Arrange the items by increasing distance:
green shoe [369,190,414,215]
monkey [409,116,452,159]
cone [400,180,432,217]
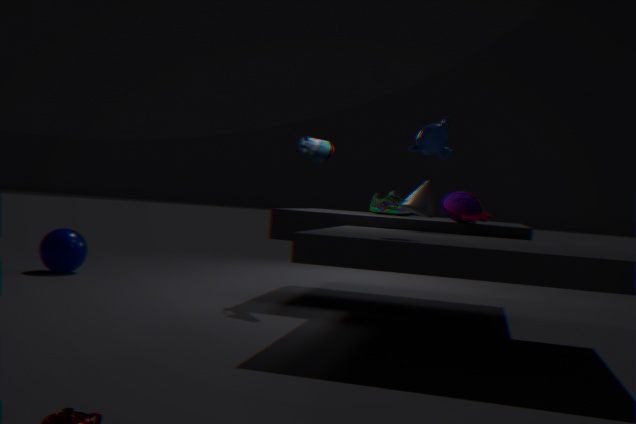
monkey [409,116,452,159]
cone [400,180,432,217]
green shoe [369,190,414,215]
